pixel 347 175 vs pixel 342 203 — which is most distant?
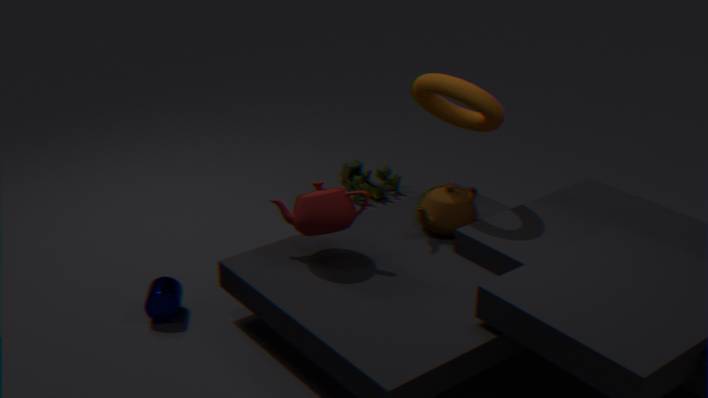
pixel 347 175
